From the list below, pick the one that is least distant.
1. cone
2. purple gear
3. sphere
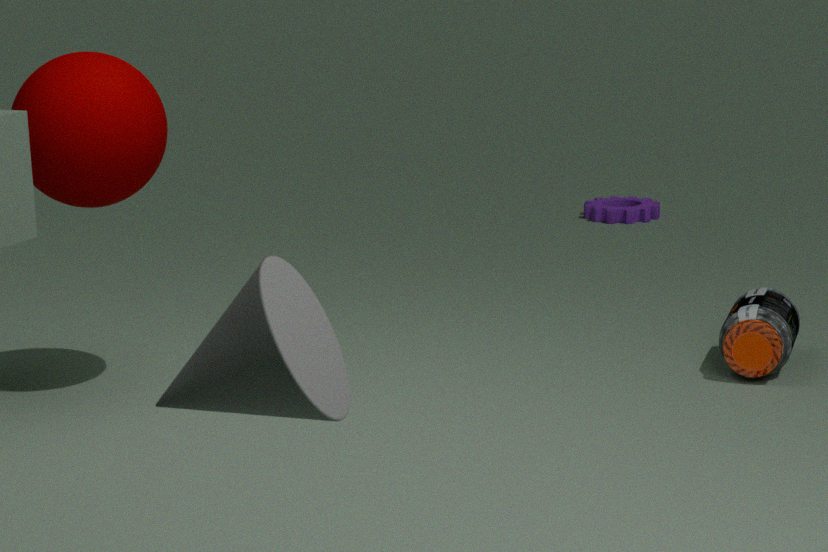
cone
